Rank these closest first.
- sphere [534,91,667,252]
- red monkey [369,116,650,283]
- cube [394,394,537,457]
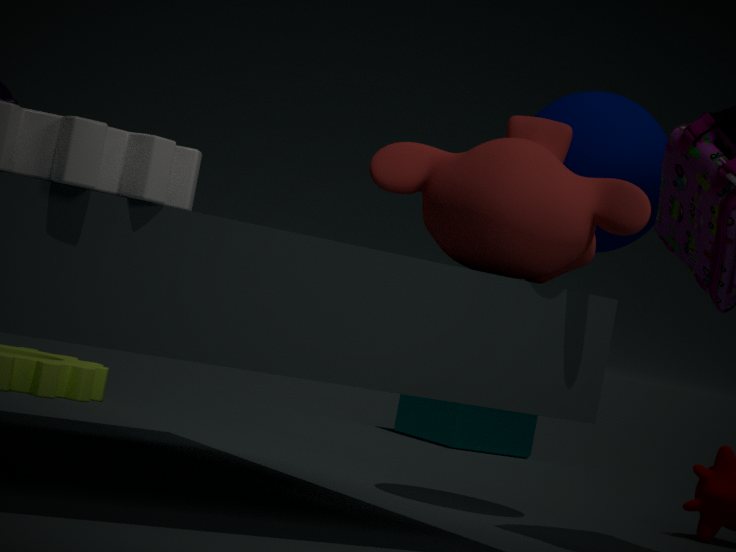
red monkey [369,116,650,283] < sphere [534,91,667,252] < cube [394,394,537,457]
